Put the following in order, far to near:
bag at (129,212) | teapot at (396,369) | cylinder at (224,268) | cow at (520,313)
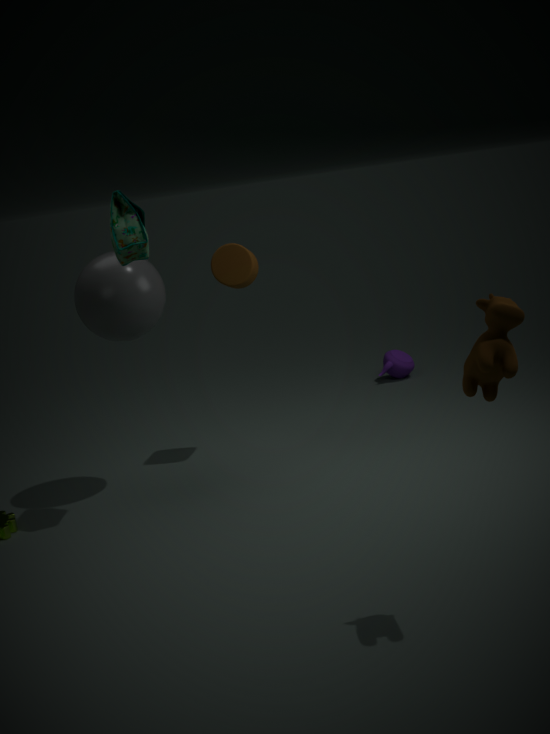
teapot at (396,369) → cylinder at (224,268) → bag at (129,212) → cow at (520,313)
